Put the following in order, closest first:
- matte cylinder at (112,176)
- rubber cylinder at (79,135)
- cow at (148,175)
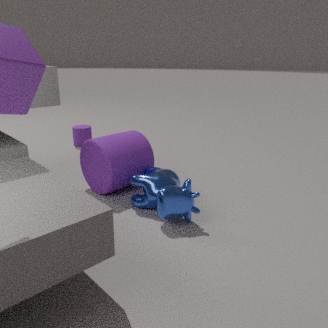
1. cow at (148,175)
2. matte cylinder at (112,176)
3. rubber cylinder at (79,135)
